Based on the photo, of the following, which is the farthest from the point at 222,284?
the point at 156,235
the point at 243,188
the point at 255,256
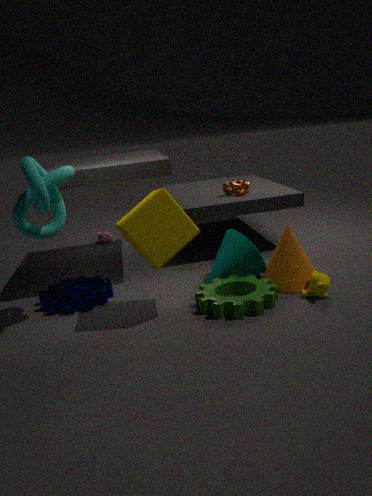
the point at 243,188
